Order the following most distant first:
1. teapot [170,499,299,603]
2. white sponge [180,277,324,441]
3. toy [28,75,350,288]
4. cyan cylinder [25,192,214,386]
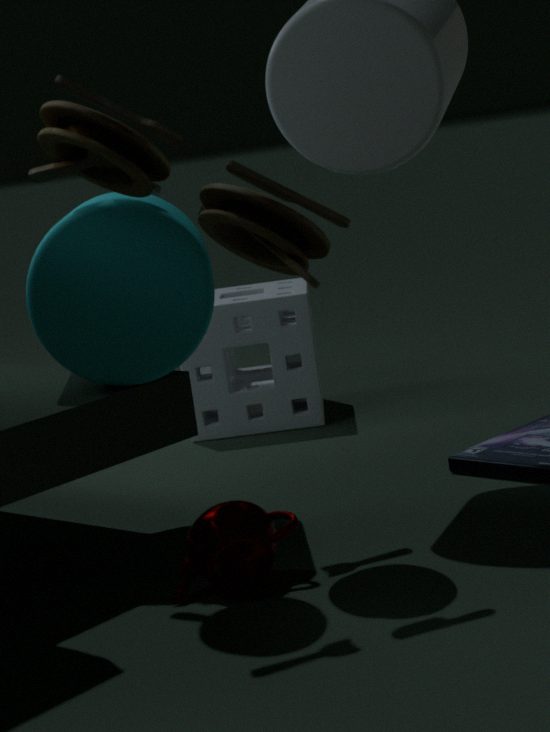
A: white sponge [180,277,324,441], cyan cylinder [25,192,214,386], teapot [170,499,299,603], toy [28,75,350,288]
